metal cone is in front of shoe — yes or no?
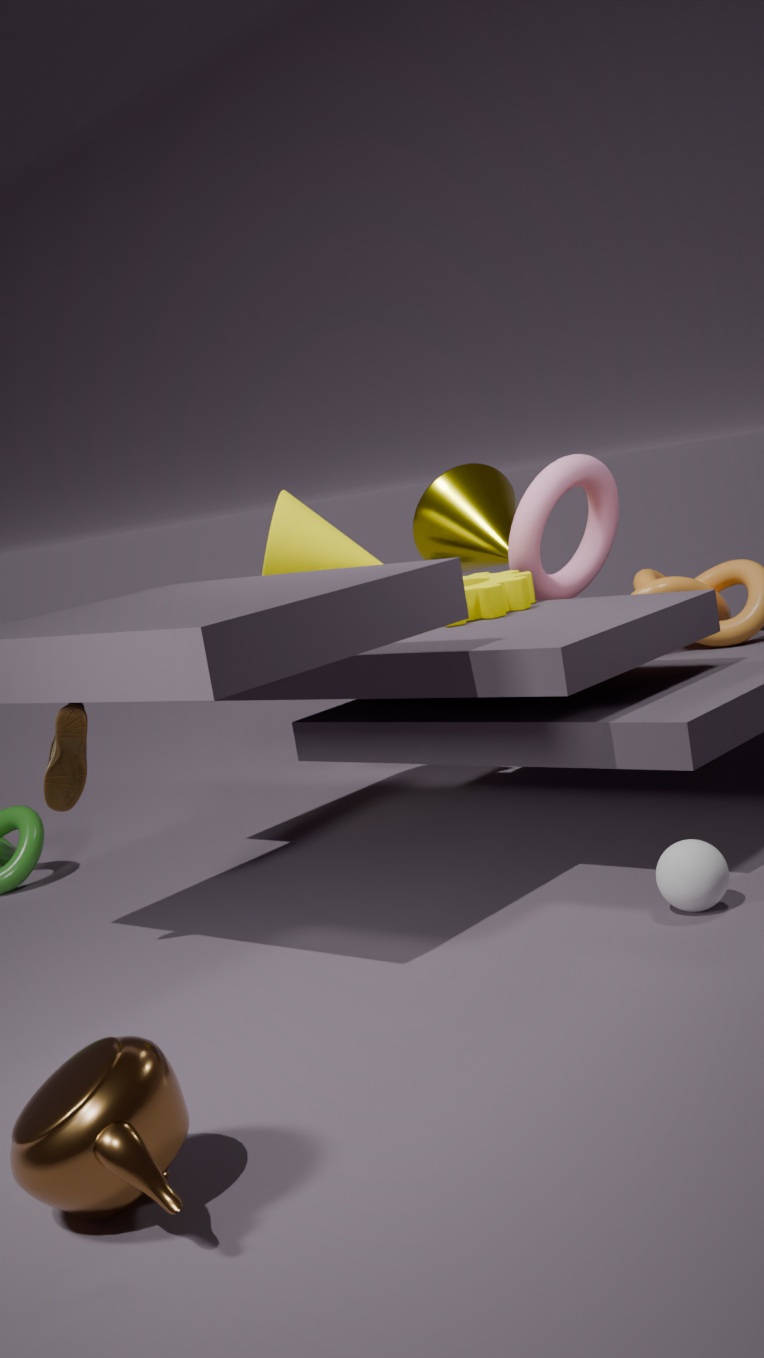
No
